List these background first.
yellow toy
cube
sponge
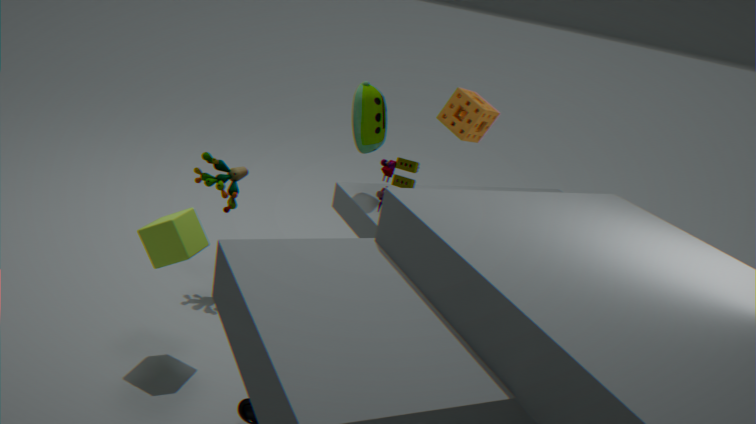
sponge < cube < yellow toy
